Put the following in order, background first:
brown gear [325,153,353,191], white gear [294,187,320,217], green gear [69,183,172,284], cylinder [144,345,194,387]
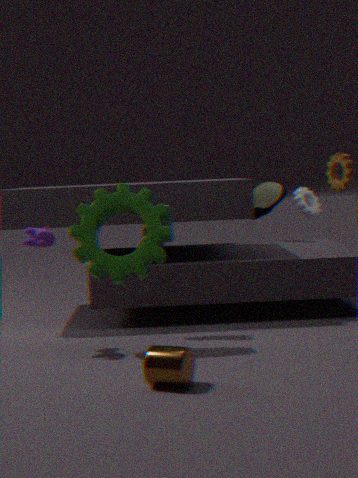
white gear [294,187,320,217] < brown gear [325,153,353,191] < green gear [69,183,172,284] < cylinder [144,345,194,387]
